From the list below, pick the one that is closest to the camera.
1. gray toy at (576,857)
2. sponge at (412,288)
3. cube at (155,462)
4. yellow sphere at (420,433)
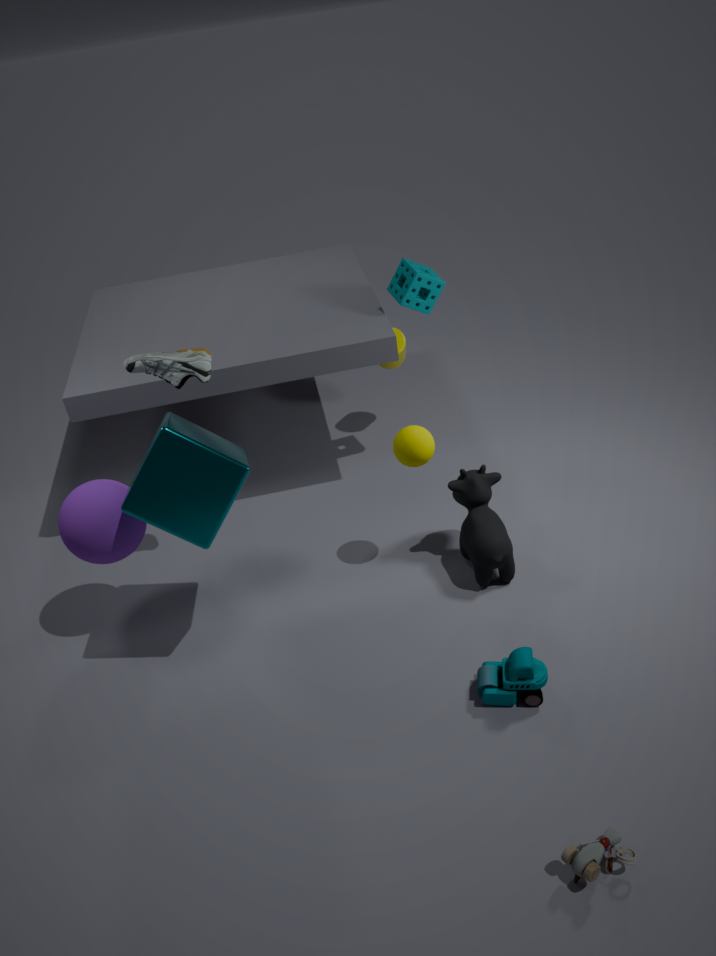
gray toy at (576,857)
